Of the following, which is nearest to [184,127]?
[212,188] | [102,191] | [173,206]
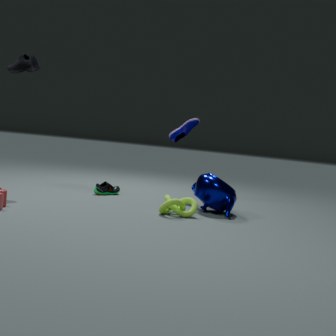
[212,188]
